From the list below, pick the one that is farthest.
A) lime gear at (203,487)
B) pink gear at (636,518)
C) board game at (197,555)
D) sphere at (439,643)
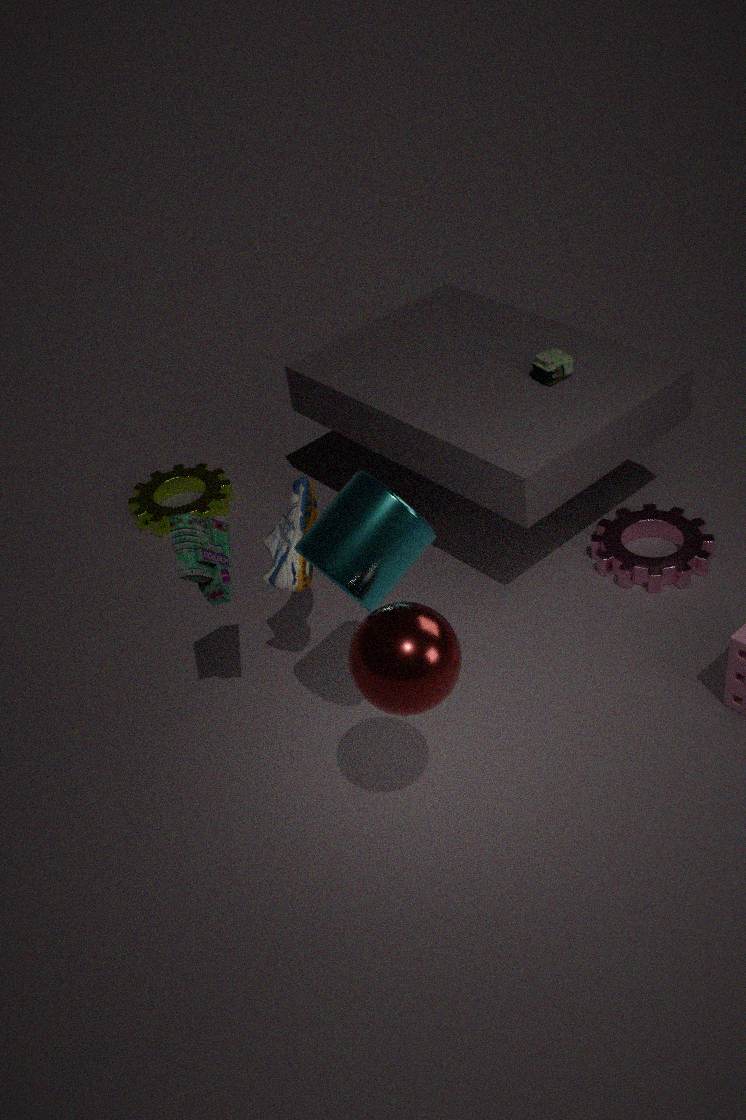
lime gear at (203,487)
